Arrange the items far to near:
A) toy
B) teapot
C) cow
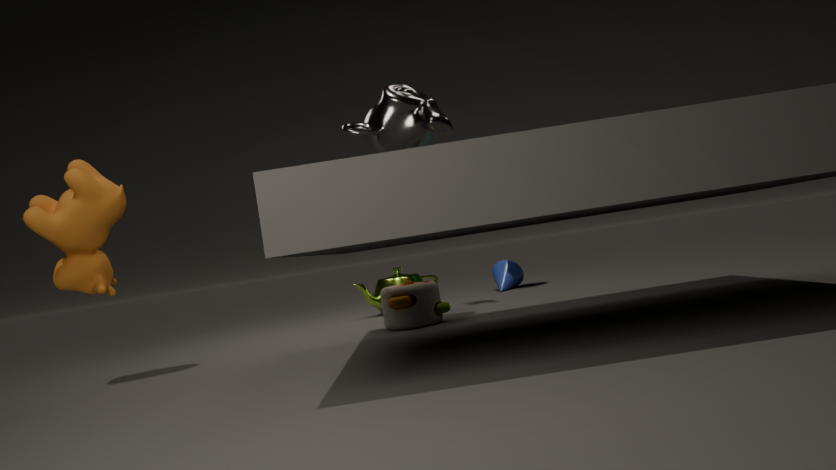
1. B. teapot
2. A. toy
3. C. cow
